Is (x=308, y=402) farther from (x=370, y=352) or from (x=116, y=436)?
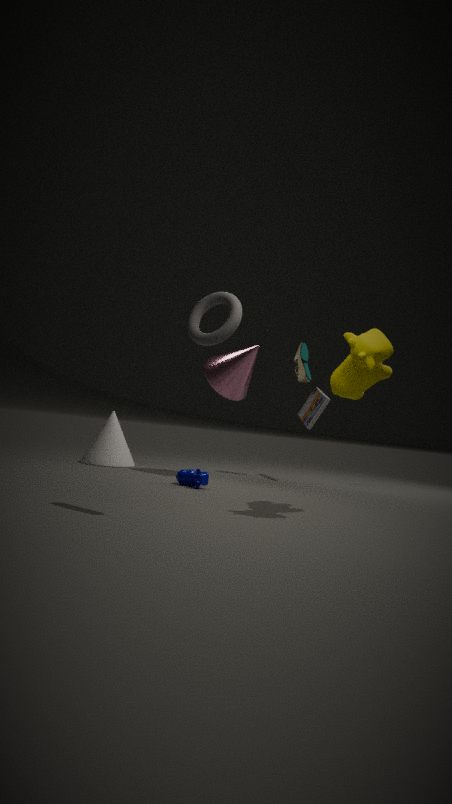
(x=116, y=436)
